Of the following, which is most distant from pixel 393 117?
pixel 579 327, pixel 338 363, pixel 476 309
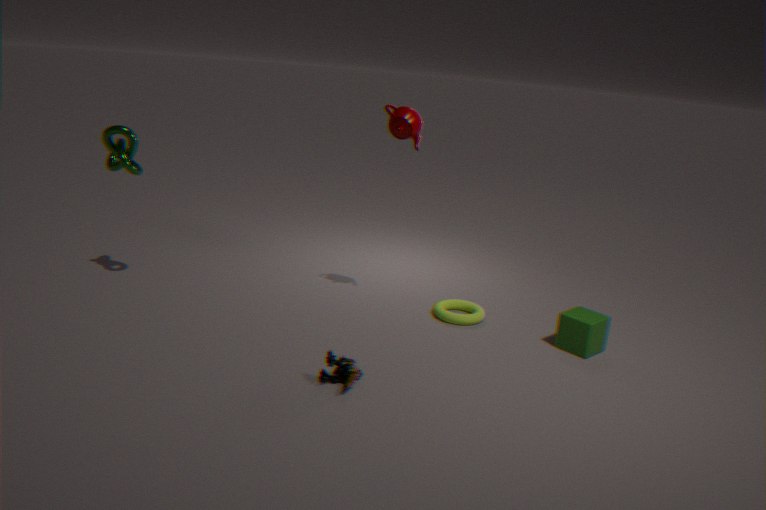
pixel 579 327
